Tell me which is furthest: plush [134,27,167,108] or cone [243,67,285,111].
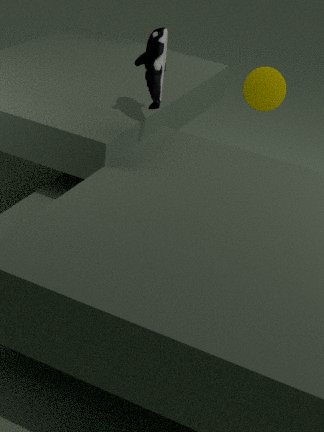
cone [243,67,285,111]
